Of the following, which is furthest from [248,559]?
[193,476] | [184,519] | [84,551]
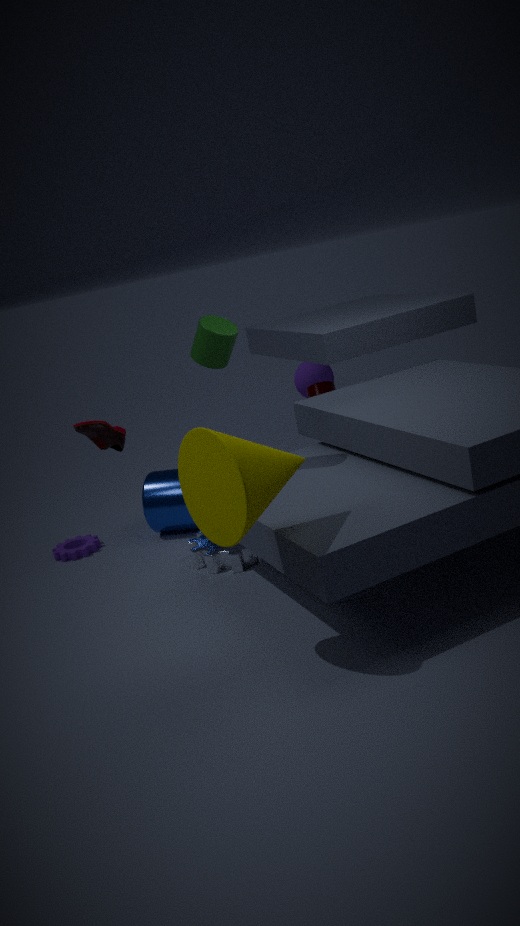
[193,476]
